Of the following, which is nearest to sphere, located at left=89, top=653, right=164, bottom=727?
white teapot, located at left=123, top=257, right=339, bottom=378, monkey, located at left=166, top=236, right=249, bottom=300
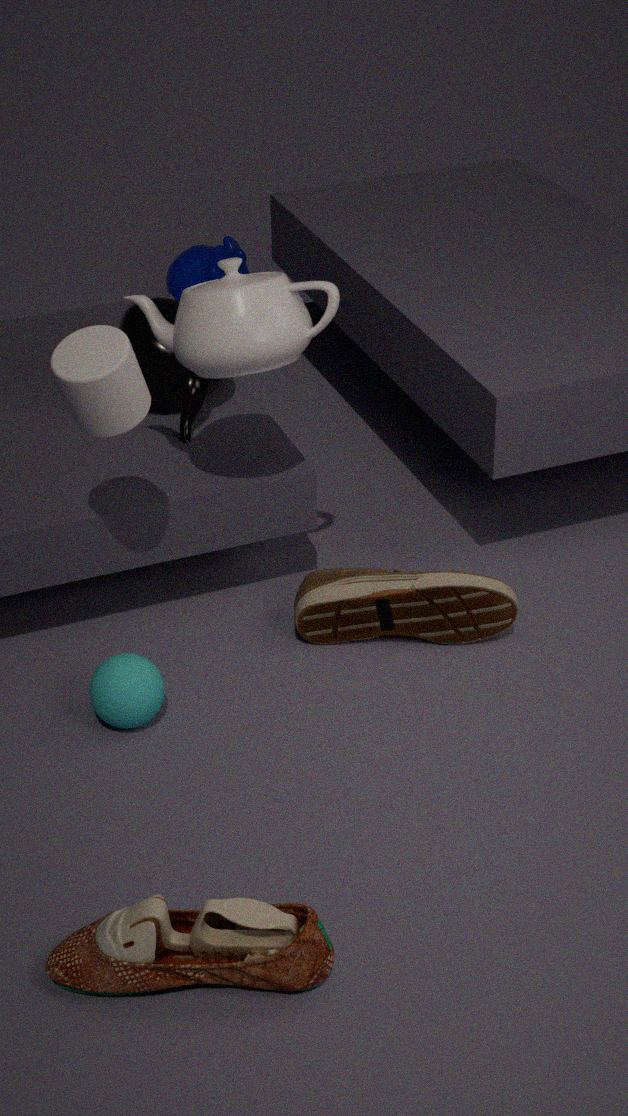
white teapot, located at left=123, top=257, right=339, bottom=378
